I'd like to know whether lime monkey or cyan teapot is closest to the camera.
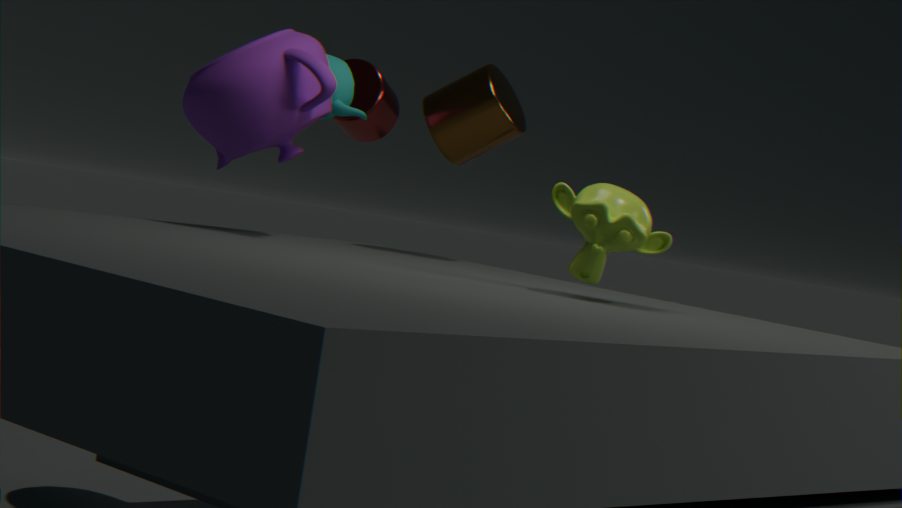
lime monkey
